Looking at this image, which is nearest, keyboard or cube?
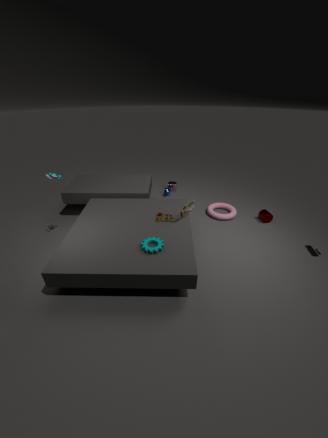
keyboard
